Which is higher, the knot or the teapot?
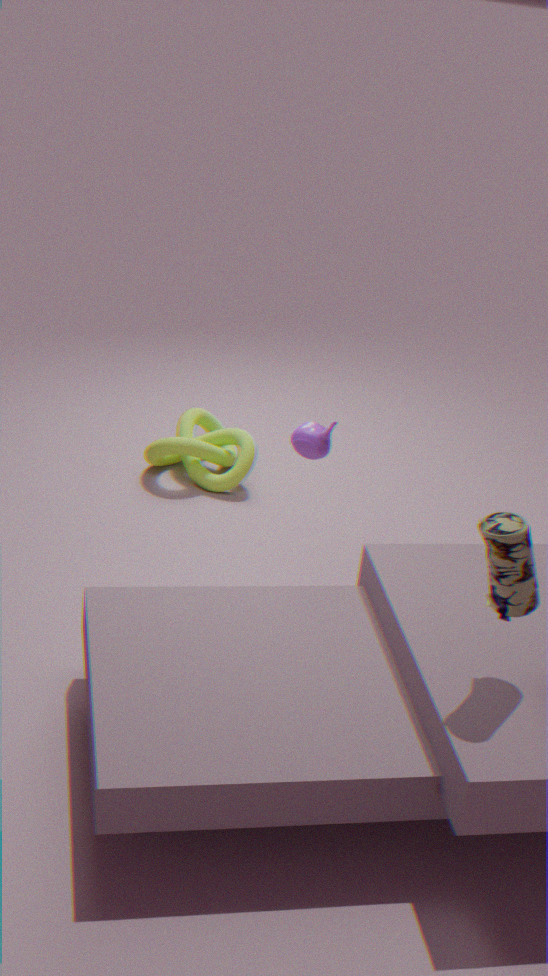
the teapot
